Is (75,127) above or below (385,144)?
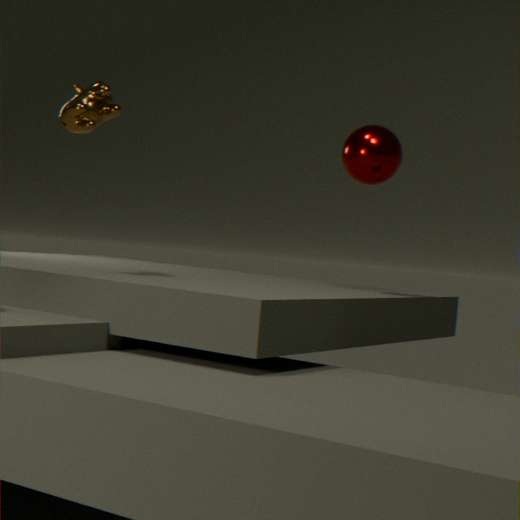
above
